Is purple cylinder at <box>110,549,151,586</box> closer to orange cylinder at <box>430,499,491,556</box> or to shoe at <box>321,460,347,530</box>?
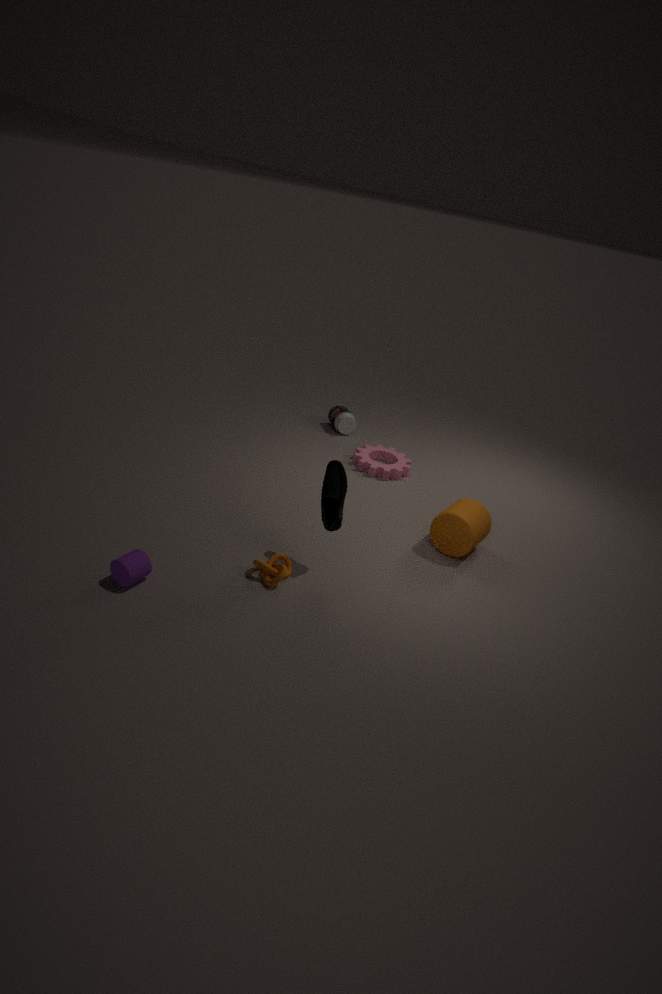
shoe at <box>321,460,347,530</box>
